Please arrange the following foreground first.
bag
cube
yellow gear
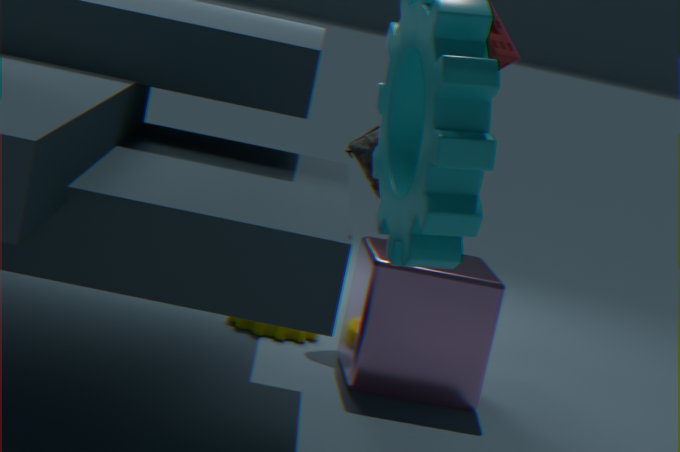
1. cube
2. yellow gear
3. bag
